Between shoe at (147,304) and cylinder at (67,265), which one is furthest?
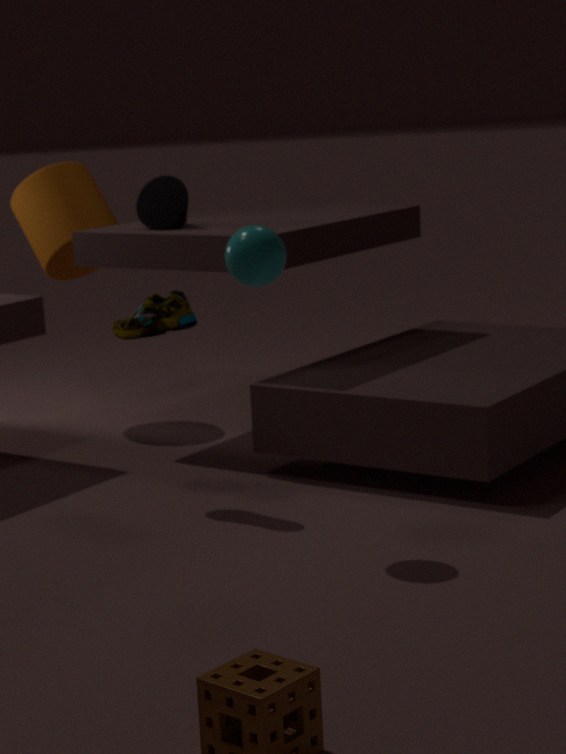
cylinder at (67,265)
